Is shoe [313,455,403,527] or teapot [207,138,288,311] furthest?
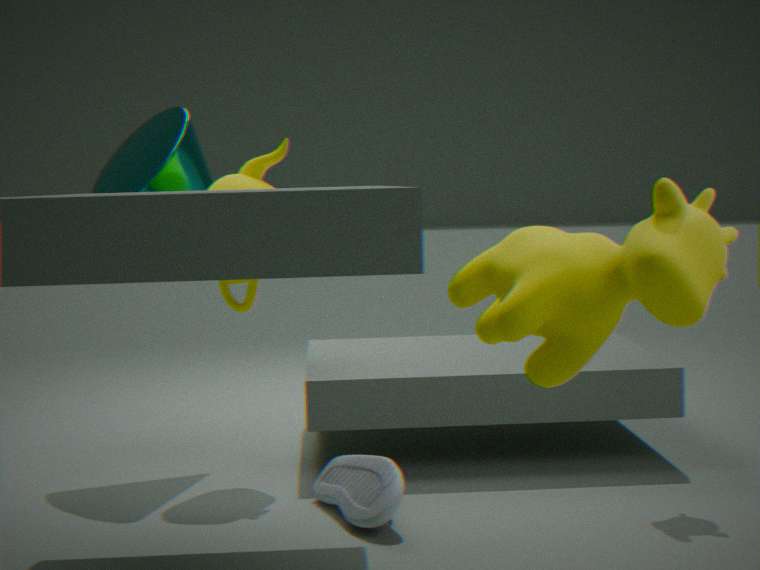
teapot [207,138,288,311]
